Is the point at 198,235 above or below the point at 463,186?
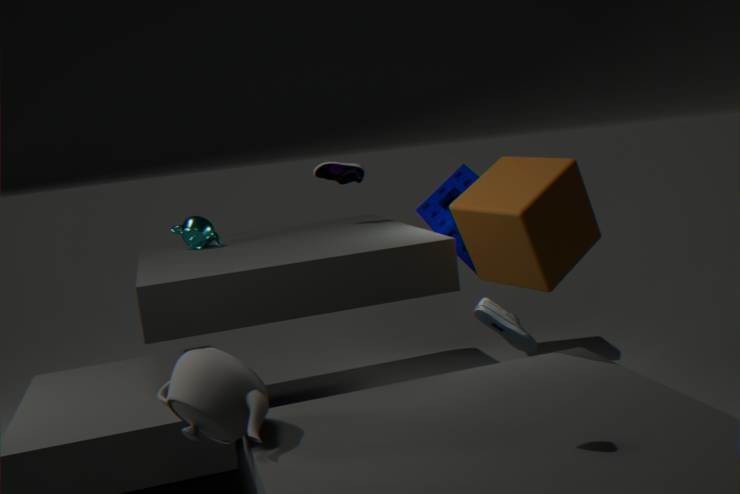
above
